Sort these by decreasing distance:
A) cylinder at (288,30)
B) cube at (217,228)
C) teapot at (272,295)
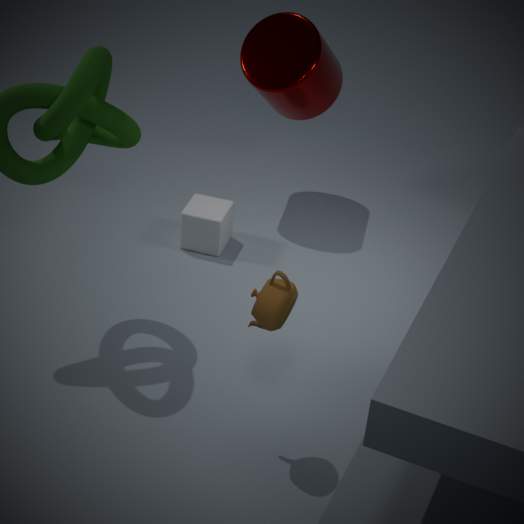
cube at (217,228)
cylinder at (288,30)
teapot at (272,295)
